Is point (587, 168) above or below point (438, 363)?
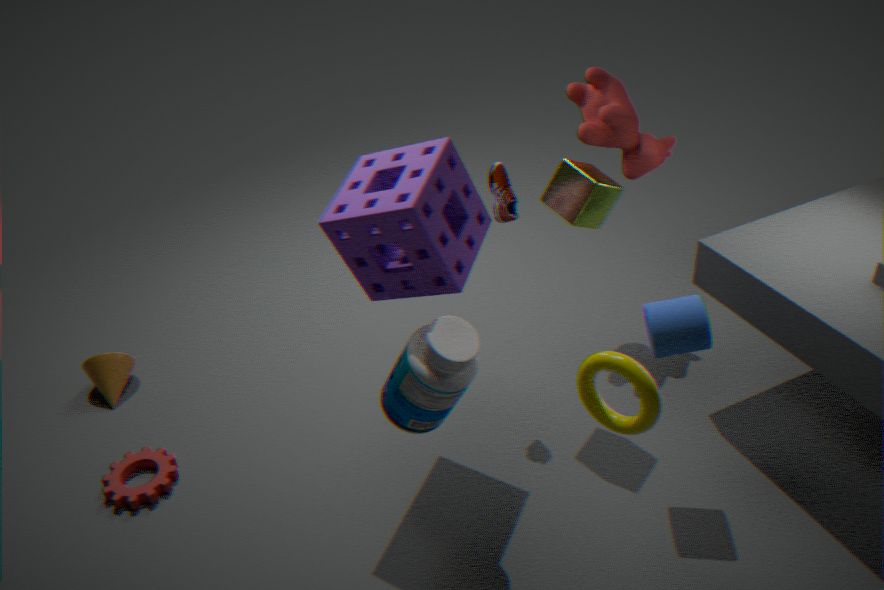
above
